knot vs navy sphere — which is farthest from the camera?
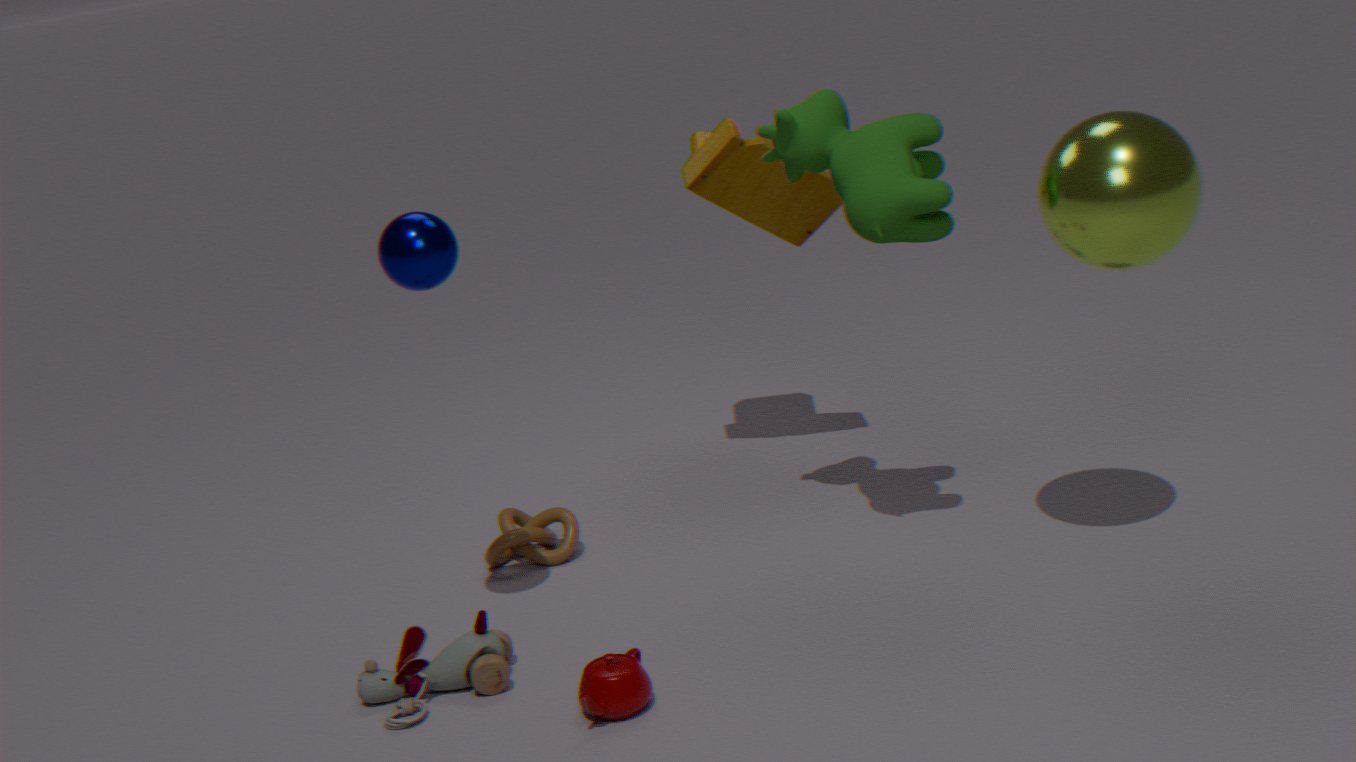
knot
